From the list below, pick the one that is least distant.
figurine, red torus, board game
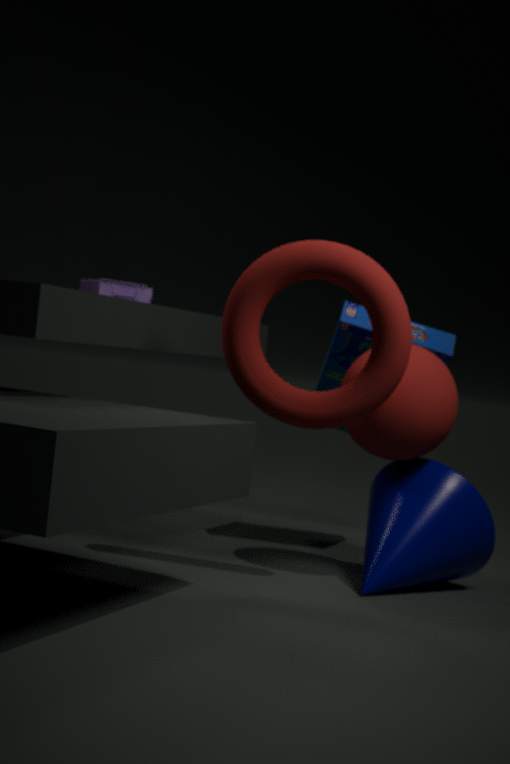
red torus
